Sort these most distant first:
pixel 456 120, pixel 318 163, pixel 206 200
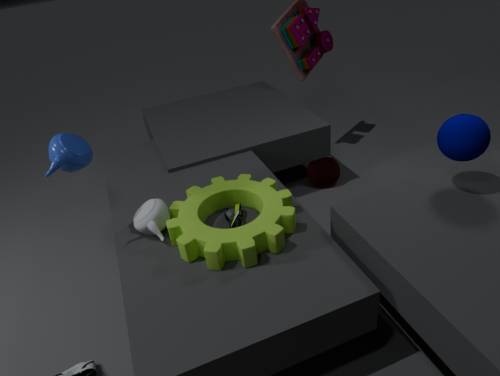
pixel 318 163
pixel 206 200
pixel 456 120
